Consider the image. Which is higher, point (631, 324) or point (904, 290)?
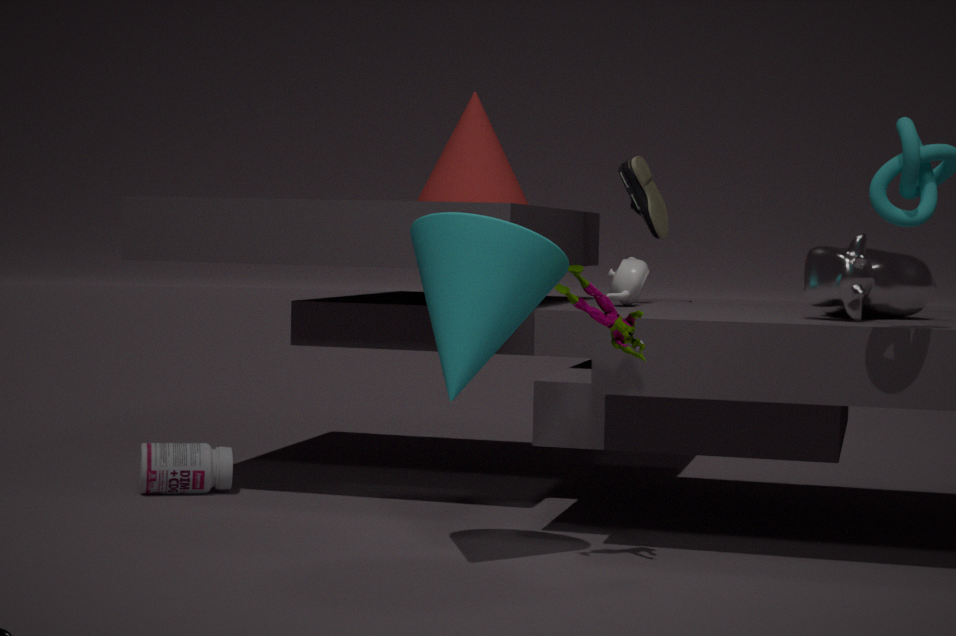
point (904, 290)
